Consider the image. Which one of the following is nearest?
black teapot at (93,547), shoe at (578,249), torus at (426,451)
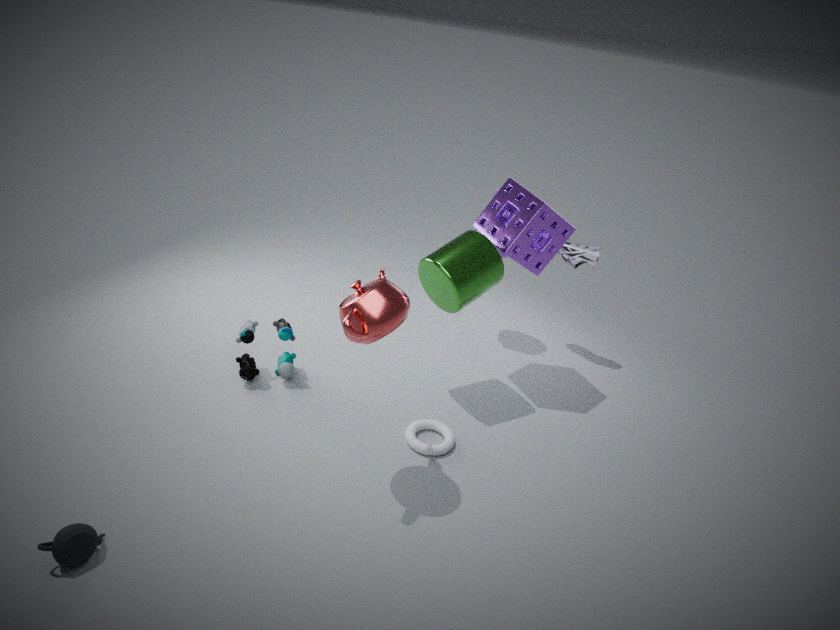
black teapot at (93,547)
